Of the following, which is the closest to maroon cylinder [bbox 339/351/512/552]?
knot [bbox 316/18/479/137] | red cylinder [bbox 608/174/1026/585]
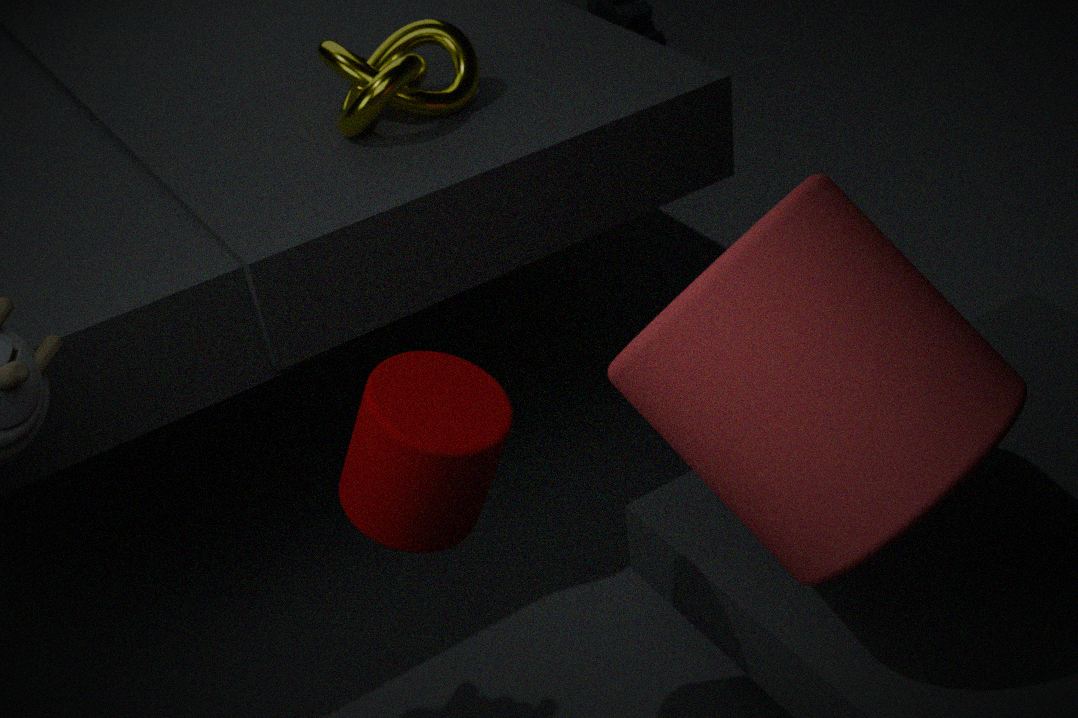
red cylinder [bbox 608/174/1026/585]
